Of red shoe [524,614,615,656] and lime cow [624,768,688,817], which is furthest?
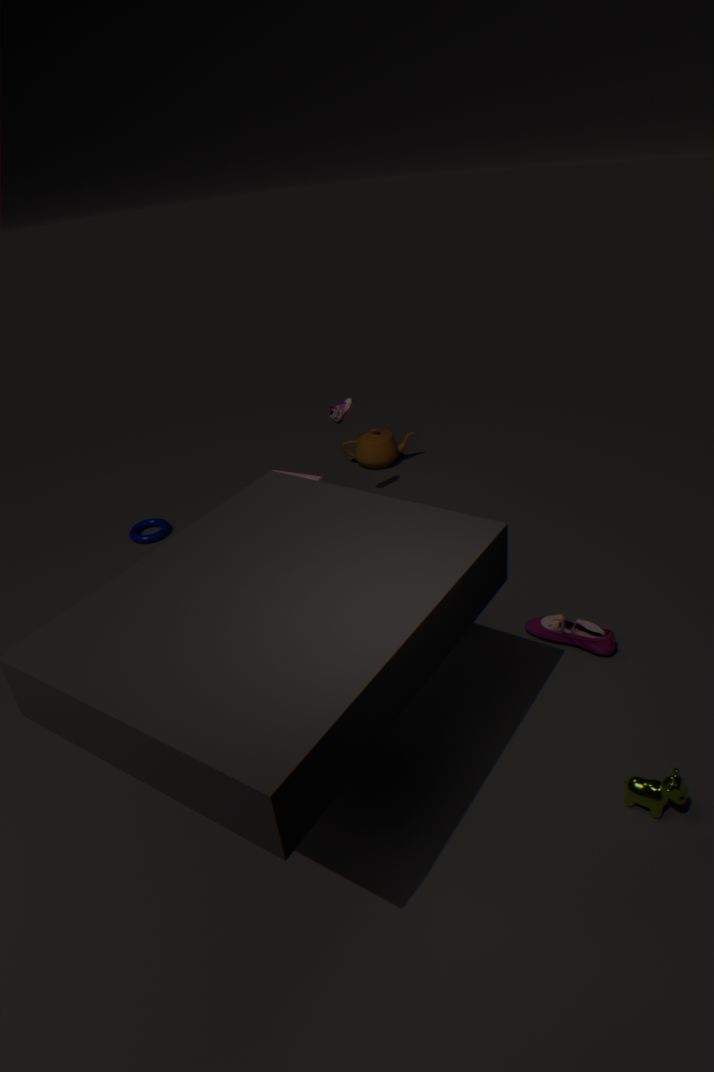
red shoe [524,614,615,656]
